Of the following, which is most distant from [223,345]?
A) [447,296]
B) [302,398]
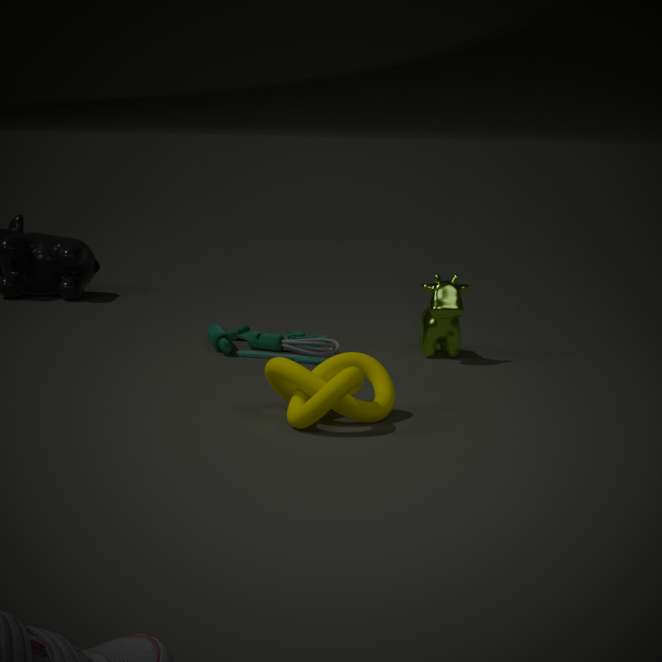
[302,398]
